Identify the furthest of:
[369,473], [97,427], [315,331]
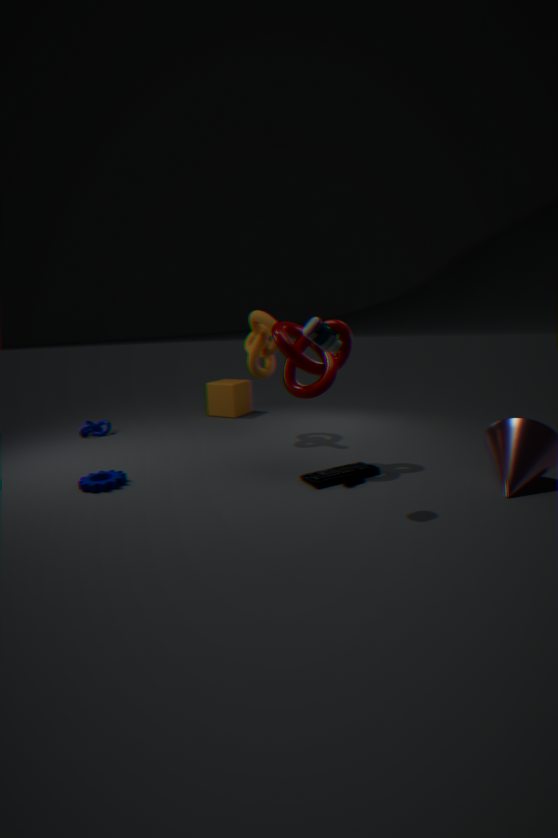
[97,427]
